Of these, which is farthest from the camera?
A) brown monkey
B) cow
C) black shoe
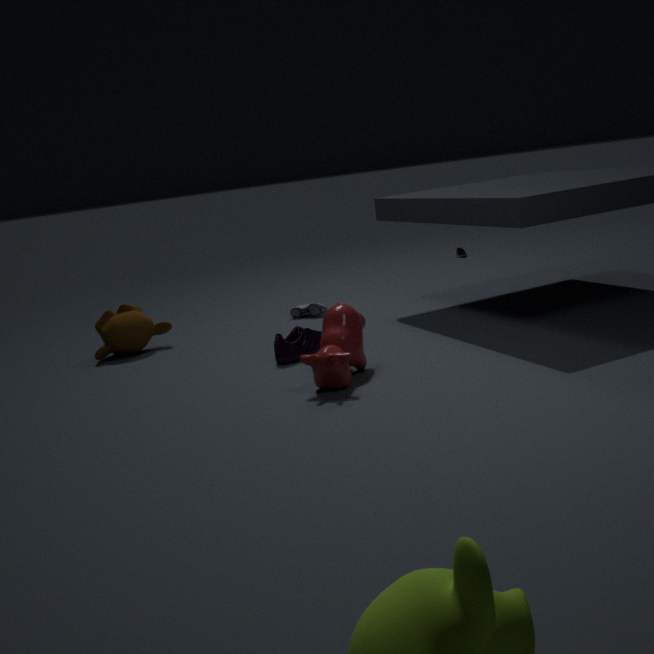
black shoe
